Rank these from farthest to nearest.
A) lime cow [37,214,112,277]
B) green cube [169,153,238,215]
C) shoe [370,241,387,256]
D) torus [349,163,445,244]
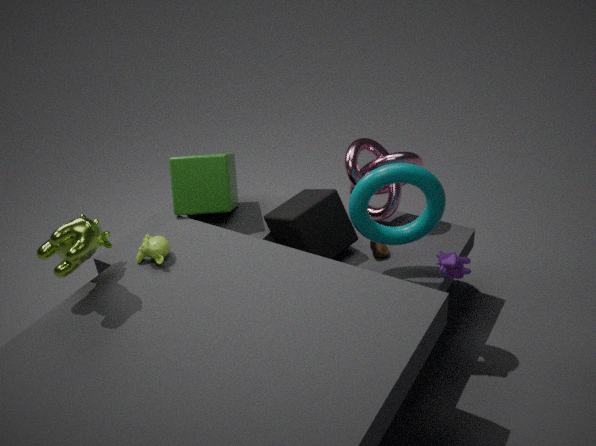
green cube [169,153,238,215]
shoe [370,241,387,256]
torus [349,163,445,244]
lime cow [37,214,112,277]
